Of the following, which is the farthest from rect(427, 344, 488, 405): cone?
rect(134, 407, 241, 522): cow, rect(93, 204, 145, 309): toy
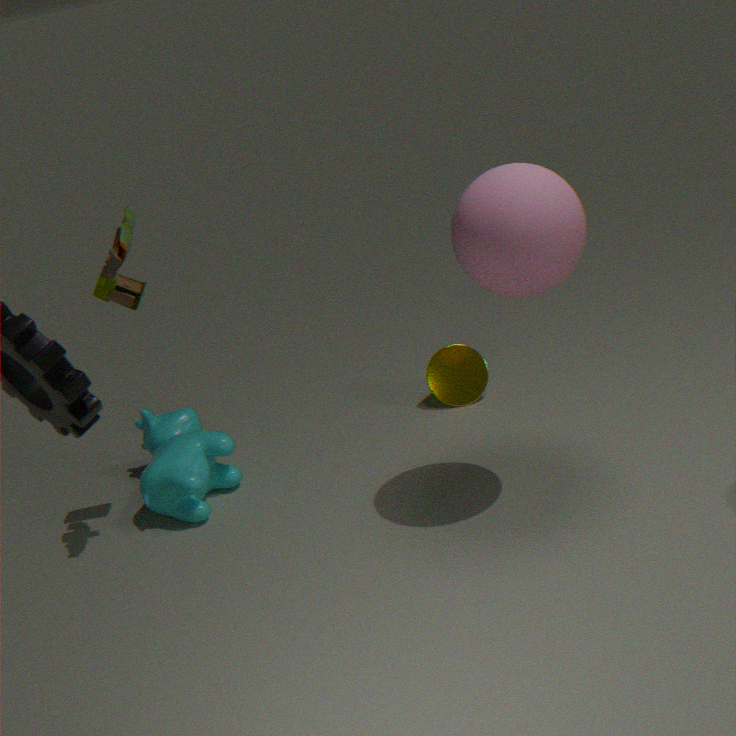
rect(93, 204, 145, 309): toy
